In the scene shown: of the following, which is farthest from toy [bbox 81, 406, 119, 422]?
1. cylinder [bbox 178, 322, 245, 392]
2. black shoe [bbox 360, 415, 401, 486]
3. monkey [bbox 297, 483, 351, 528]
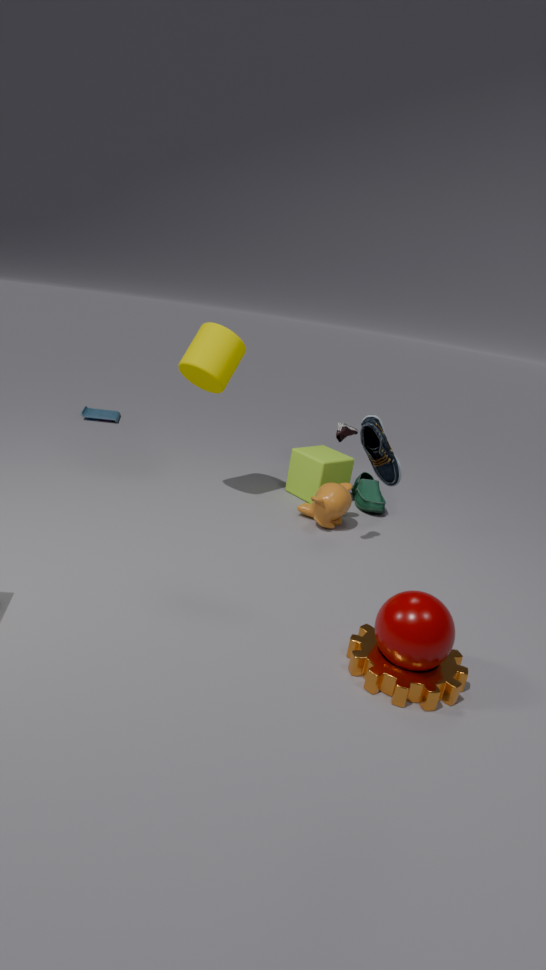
black shoe [bbox 360, 415, 401, 486]
